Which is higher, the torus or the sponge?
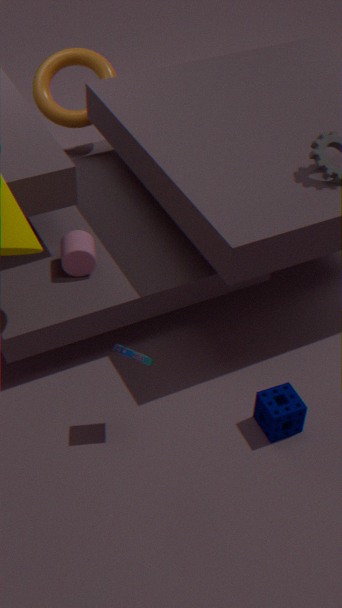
the torus
